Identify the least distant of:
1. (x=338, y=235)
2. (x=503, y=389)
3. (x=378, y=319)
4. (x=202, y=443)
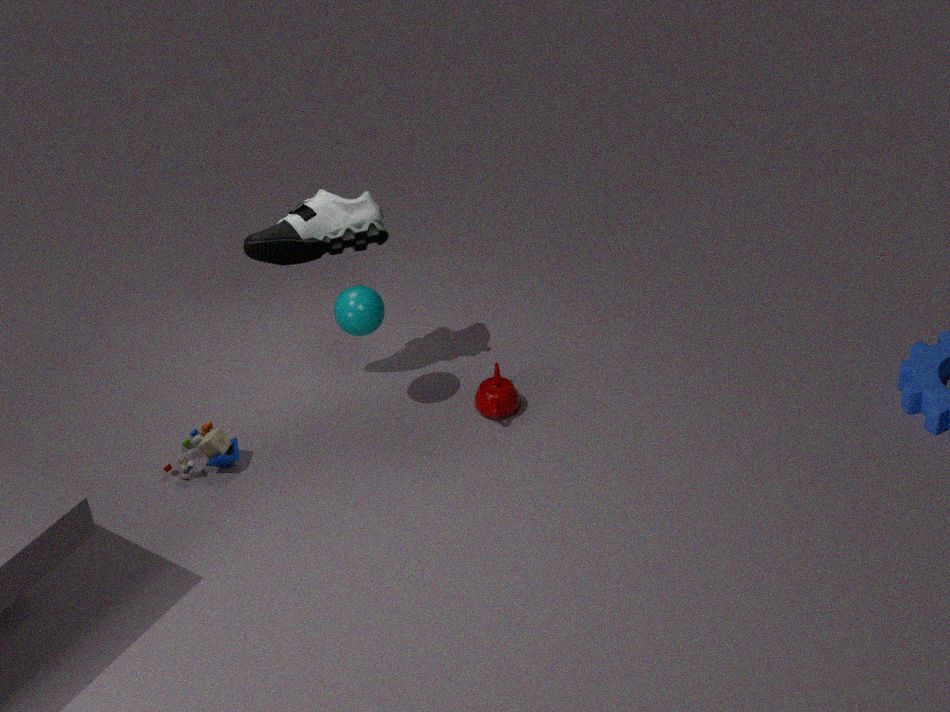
(x=338, y=235)
